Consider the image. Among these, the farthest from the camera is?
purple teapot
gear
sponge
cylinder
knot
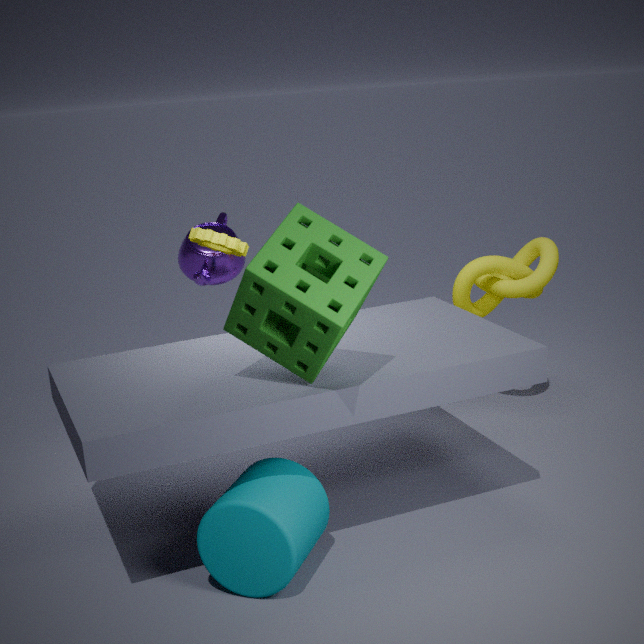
purple teapot
